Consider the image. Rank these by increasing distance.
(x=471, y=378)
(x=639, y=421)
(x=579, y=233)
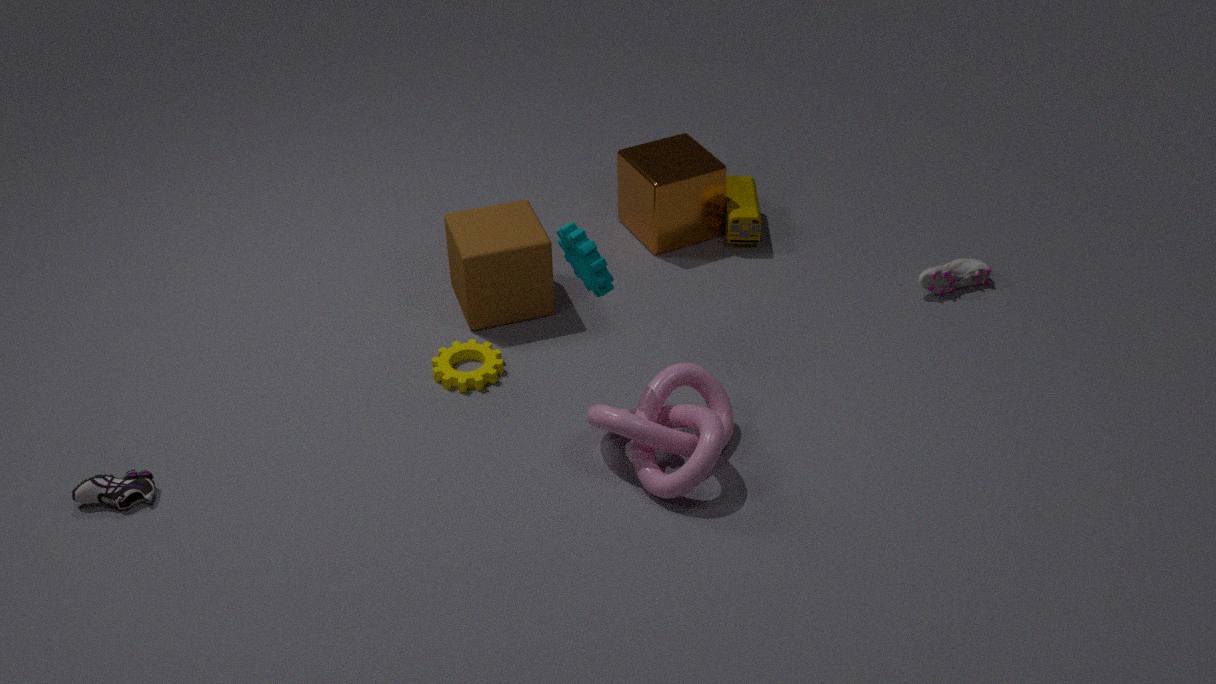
(x=579, y=233)
(x=639, y=421)
(x=471, y=378)
